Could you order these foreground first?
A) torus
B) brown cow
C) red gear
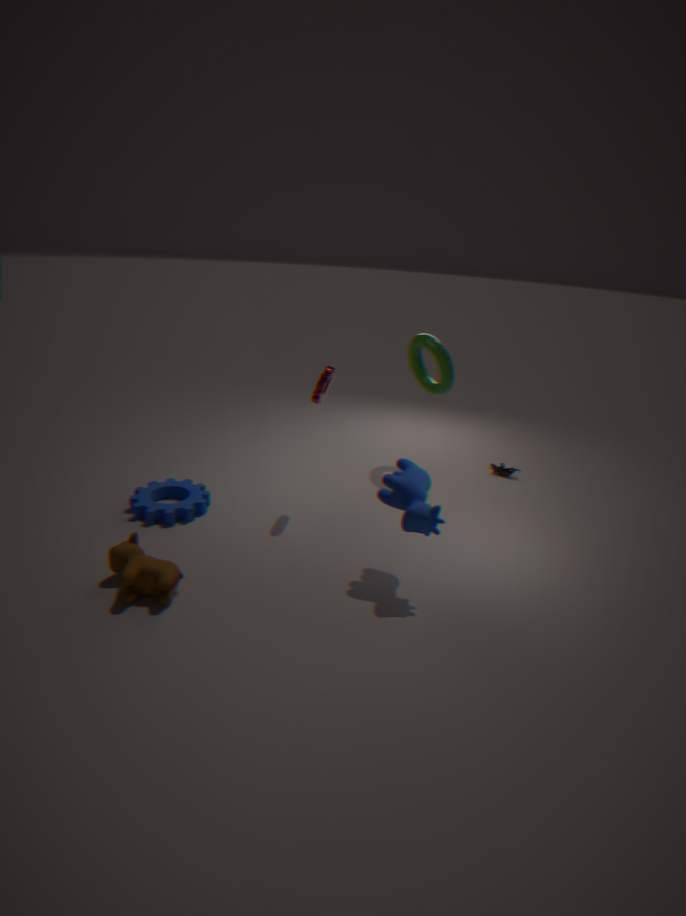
1. brown cow
2. red gear
3. torus
